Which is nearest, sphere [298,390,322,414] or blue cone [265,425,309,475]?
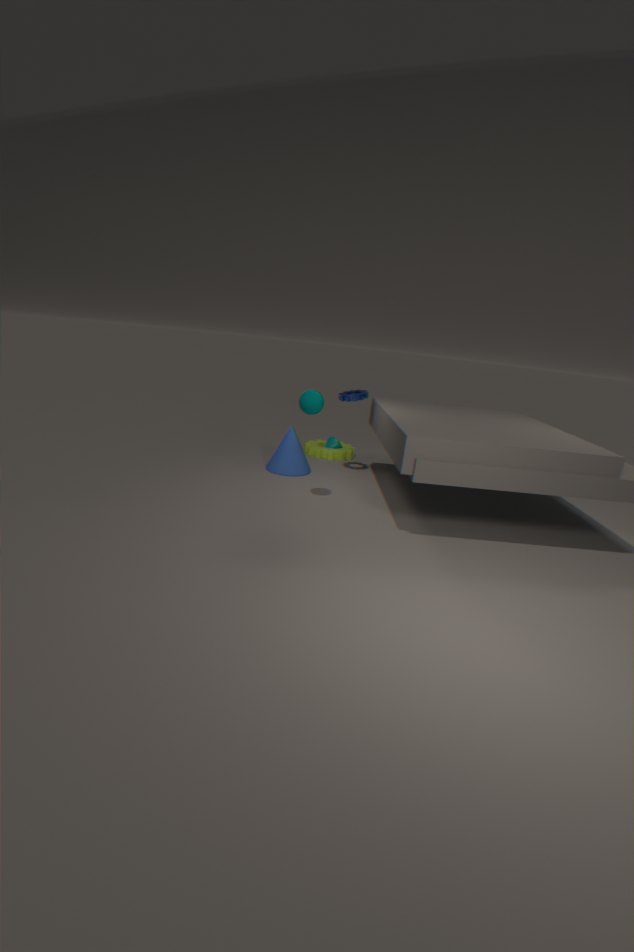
sphere [298,390,322,414]
